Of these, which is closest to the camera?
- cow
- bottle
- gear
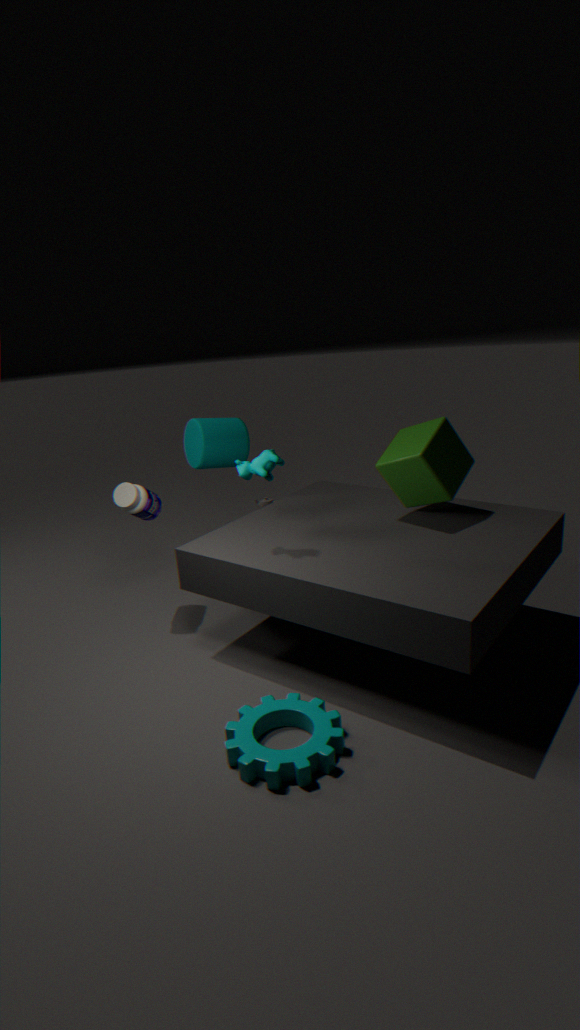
gear
